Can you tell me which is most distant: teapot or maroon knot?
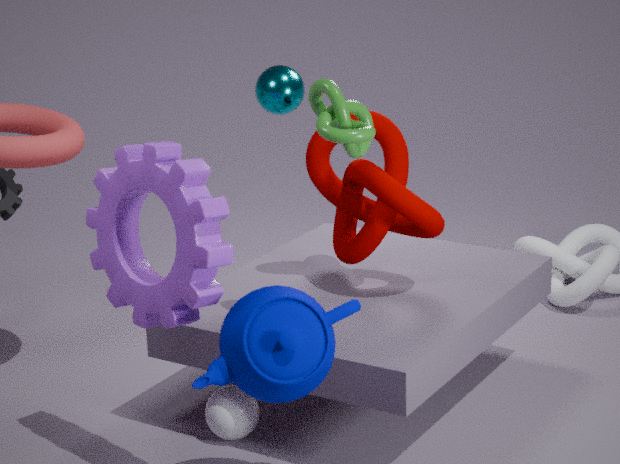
maroon knot
